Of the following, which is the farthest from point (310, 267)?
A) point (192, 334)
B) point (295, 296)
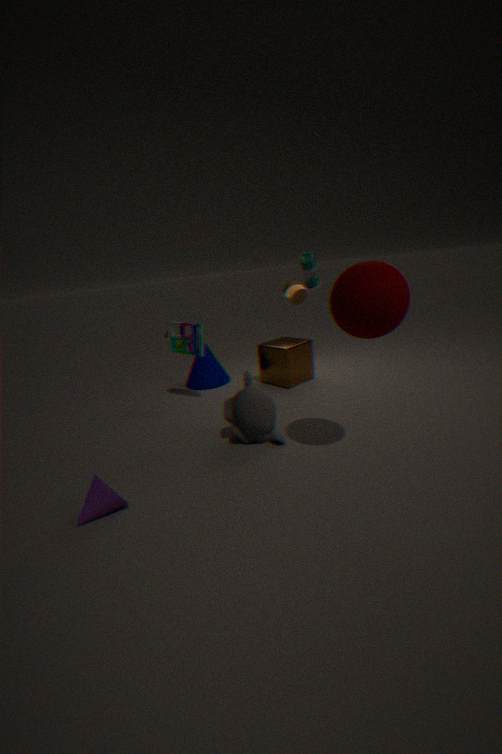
point (192, 334)
